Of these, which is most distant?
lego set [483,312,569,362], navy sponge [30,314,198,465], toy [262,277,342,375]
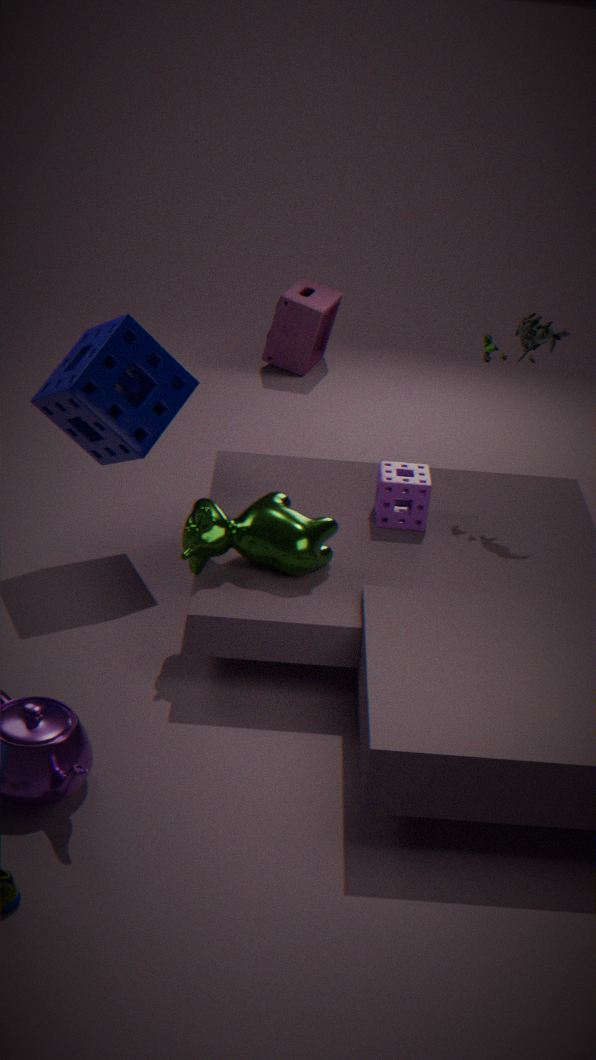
toy [262,277,342,375]
